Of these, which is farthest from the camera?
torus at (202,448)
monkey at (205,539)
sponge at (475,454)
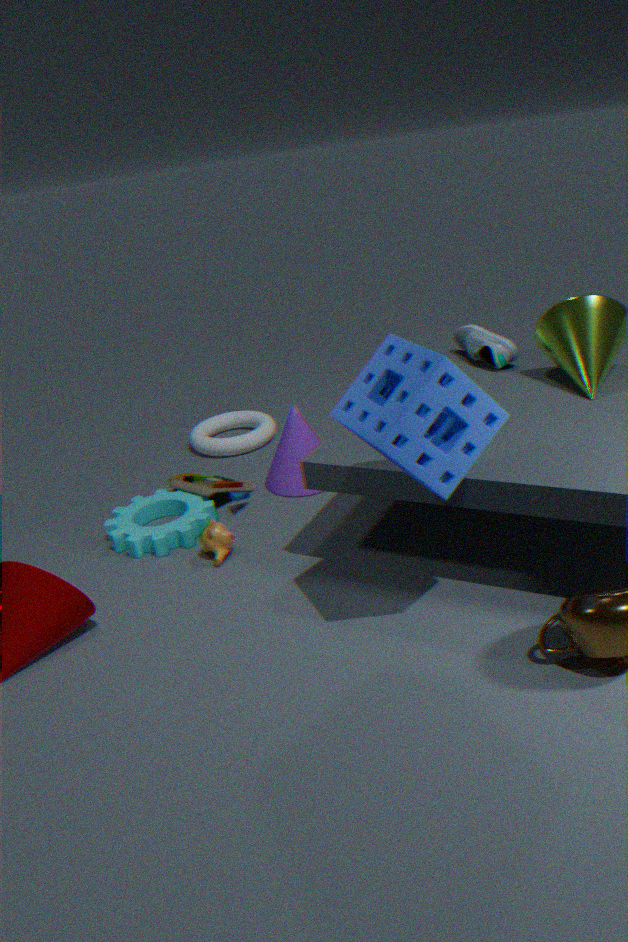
torus at (202,448)
